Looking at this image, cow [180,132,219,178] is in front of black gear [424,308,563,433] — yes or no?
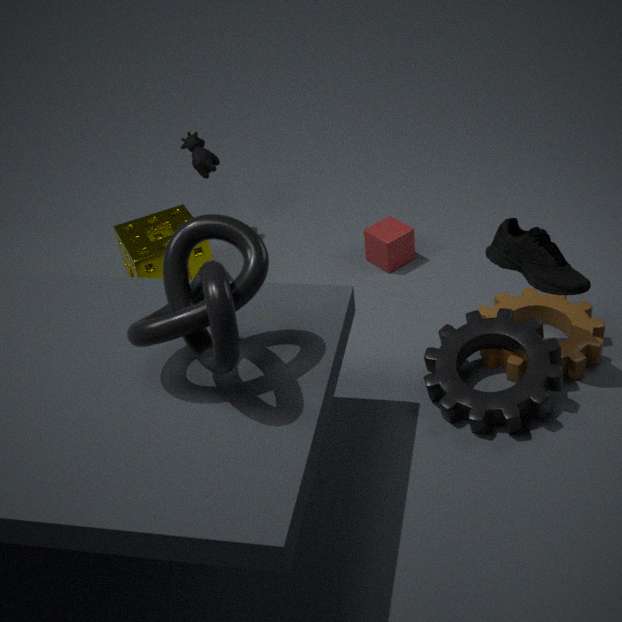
No
